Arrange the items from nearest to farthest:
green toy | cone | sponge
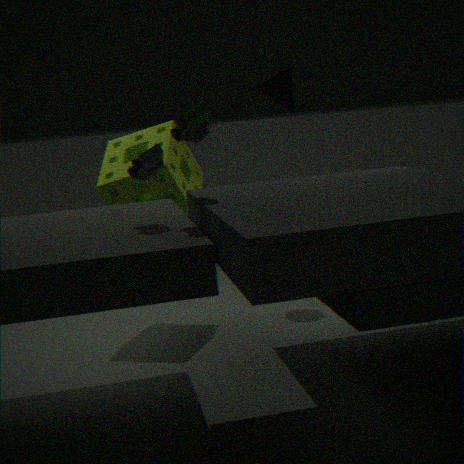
green toy < sponge < cone
